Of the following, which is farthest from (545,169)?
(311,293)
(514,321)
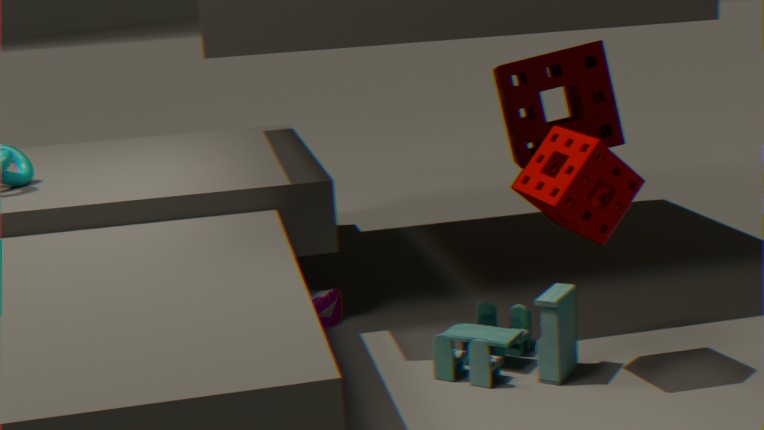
(311,293)
